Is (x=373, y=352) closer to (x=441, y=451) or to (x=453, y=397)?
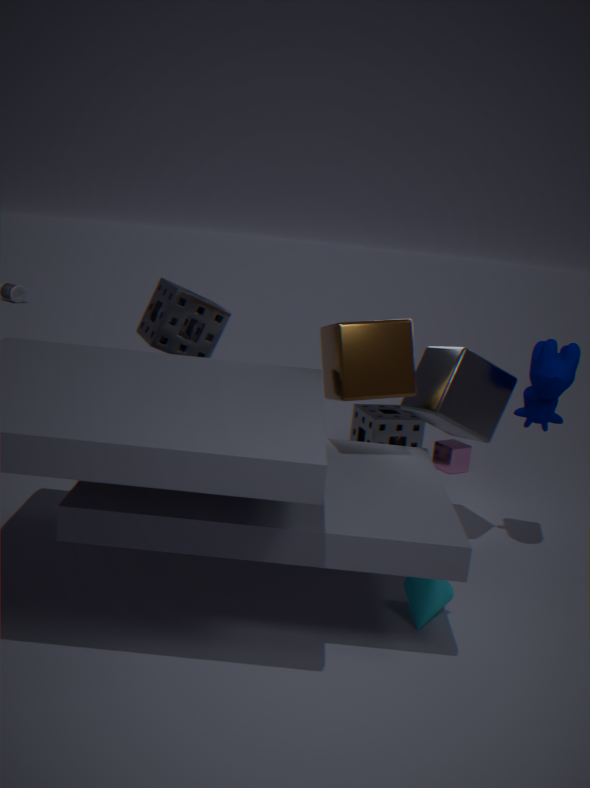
(x=453, y=397)
